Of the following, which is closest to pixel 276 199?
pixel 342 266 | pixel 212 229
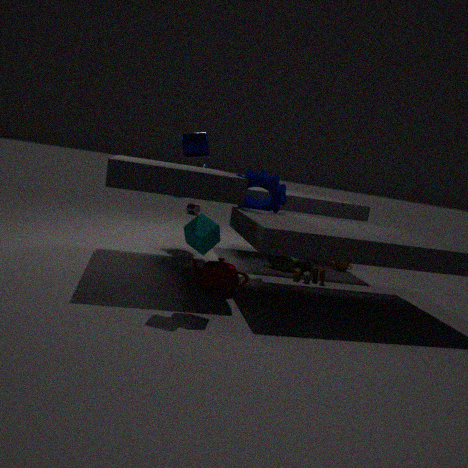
pixel 212 229
